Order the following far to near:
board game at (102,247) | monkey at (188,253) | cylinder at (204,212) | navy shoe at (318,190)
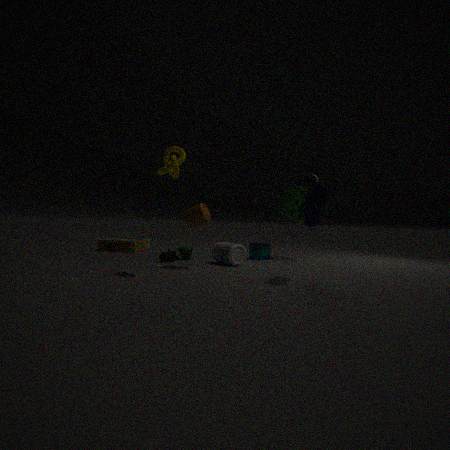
board game at (102,247) < monkey at (188,253) < cylinder at (204,212) < navy shoe at (318,190)
